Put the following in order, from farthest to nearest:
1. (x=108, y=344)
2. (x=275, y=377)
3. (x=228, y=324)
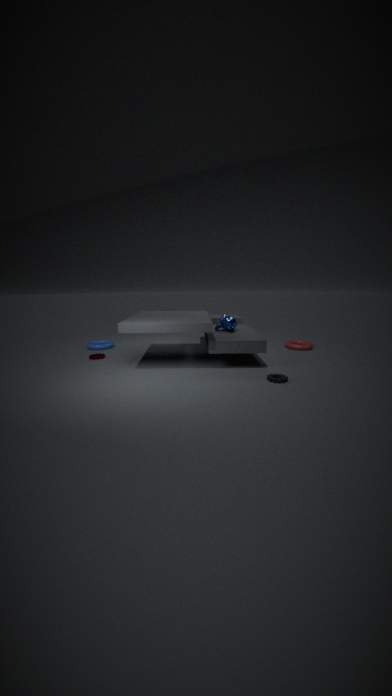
(x=108, y=344) < (x=228, y=324) < (x=275, y=377)
